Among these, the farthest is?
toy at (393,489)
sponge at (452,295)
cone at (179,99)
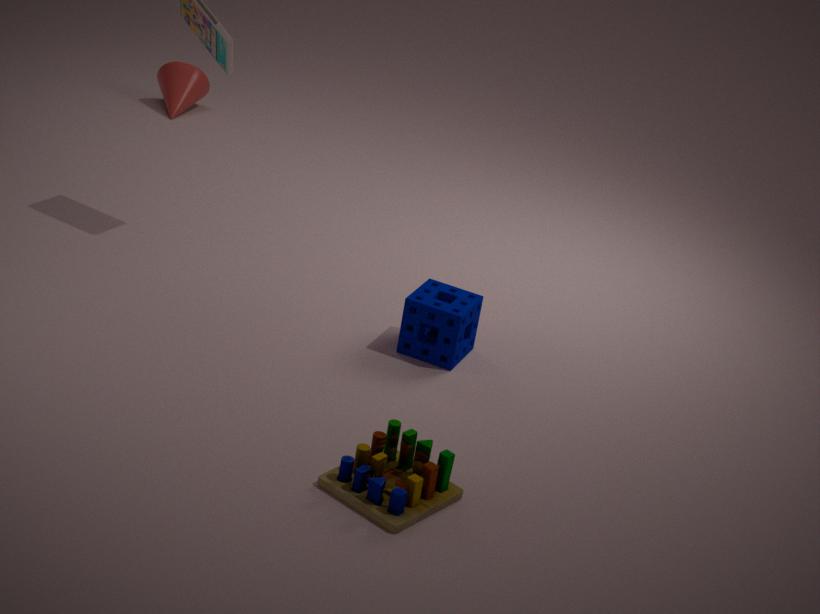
cone at (179,99)
